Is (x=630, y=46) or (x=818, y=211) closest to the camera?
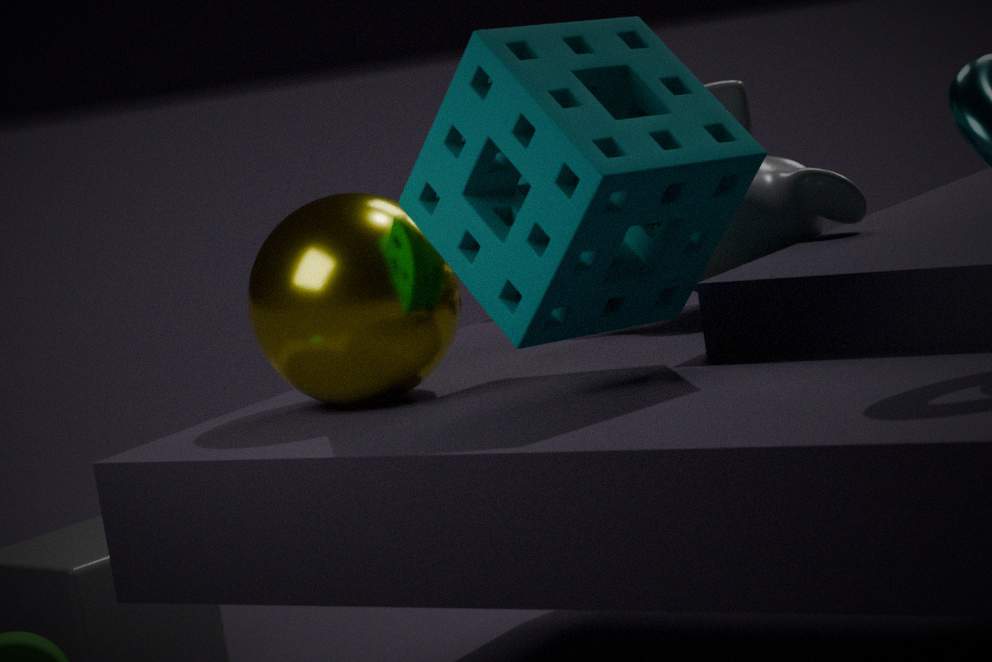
(x=630, y=46)
